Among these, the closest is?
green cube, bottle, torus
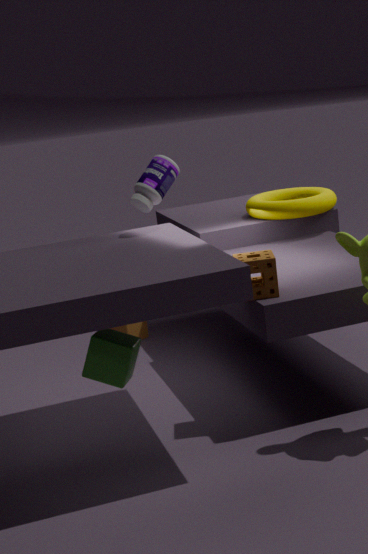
green cube
